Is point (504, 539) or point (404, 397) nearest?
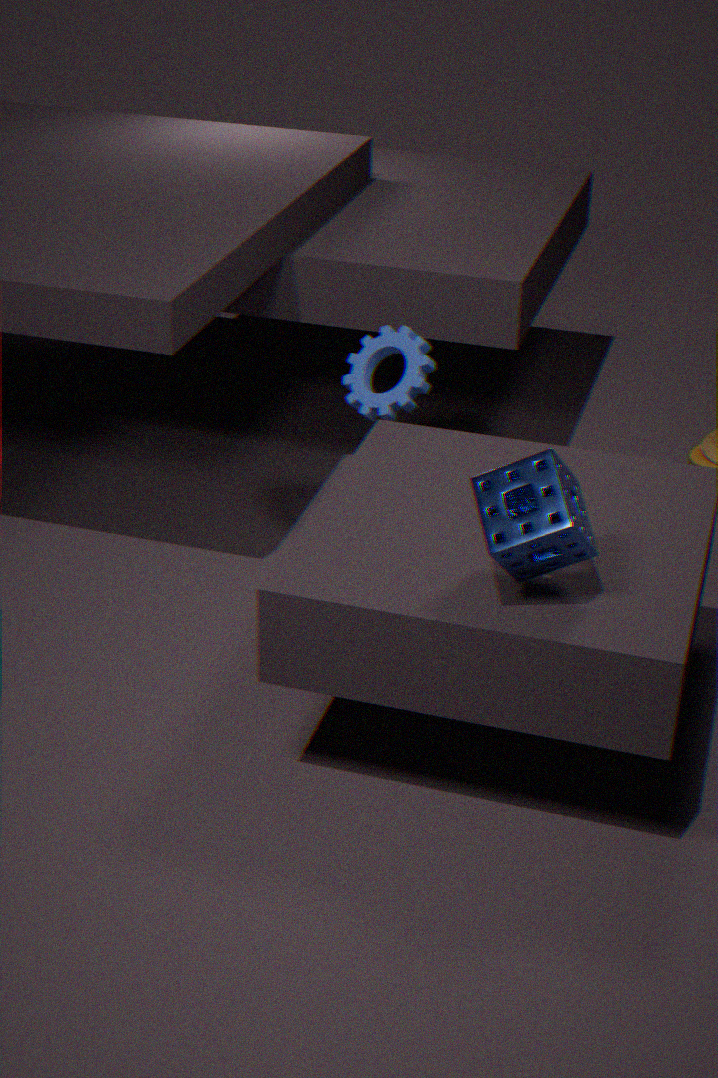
point (504, 539)
